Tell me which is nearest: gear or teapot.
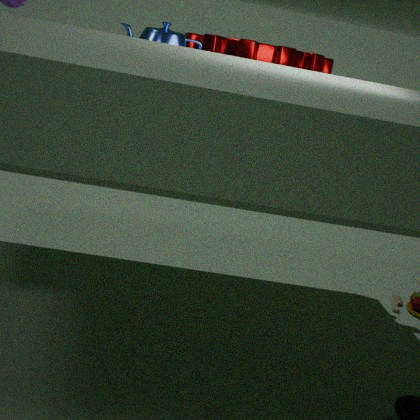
teapot
